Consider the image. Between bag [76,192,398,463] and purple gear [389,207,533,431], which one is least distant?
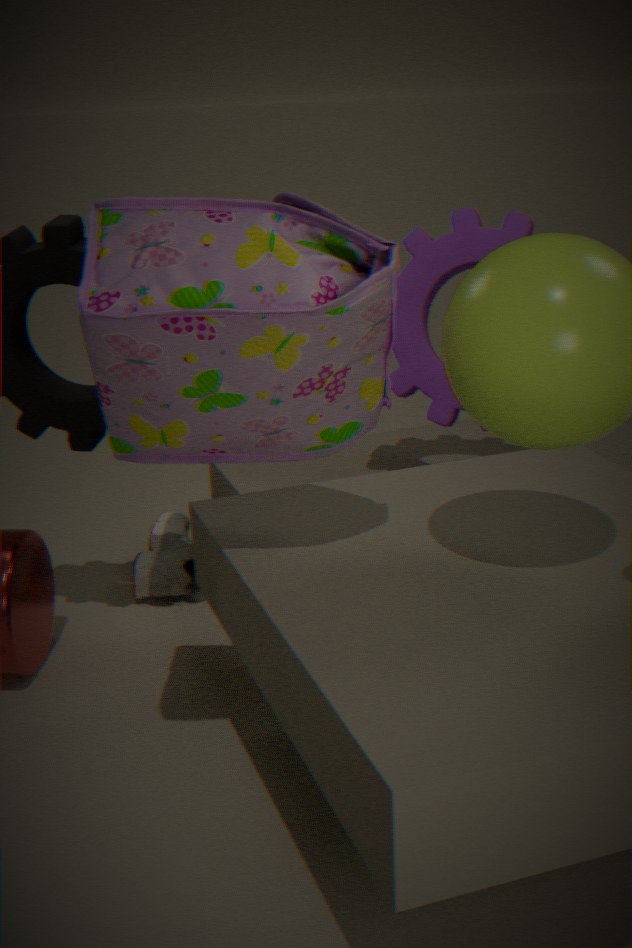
bag [76,192,398,463]
